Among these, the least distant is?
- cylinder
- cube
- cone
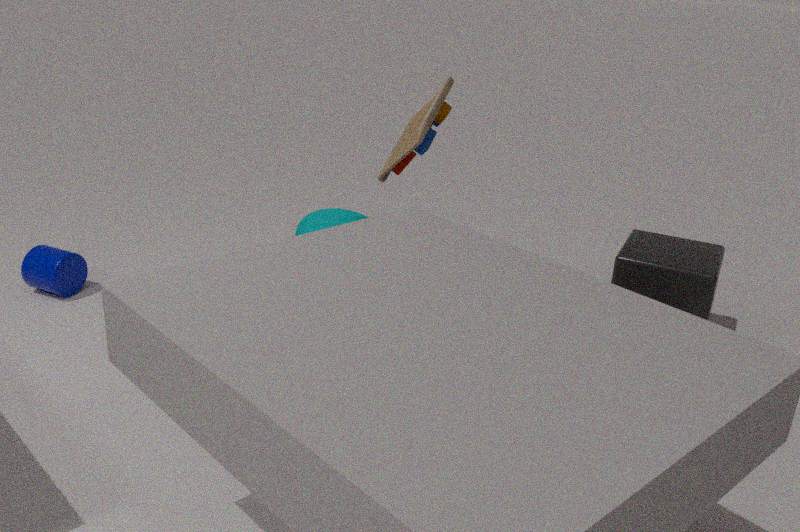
cube
